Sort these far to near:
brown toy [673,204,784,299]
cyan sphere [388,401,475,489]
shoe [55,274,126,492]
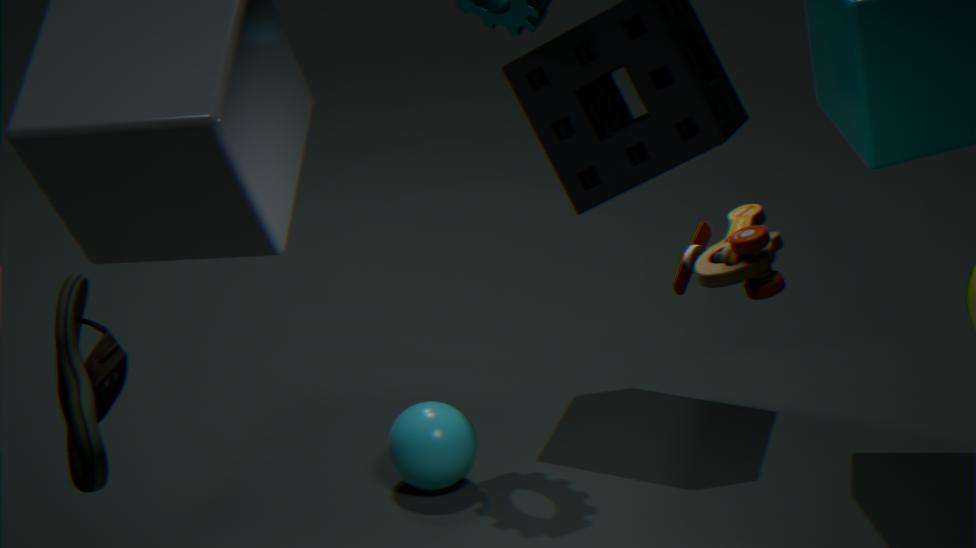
cyan sphere [388,401,475,489], brown toy [673,204,784,299], shoe [55,274,126,492]
